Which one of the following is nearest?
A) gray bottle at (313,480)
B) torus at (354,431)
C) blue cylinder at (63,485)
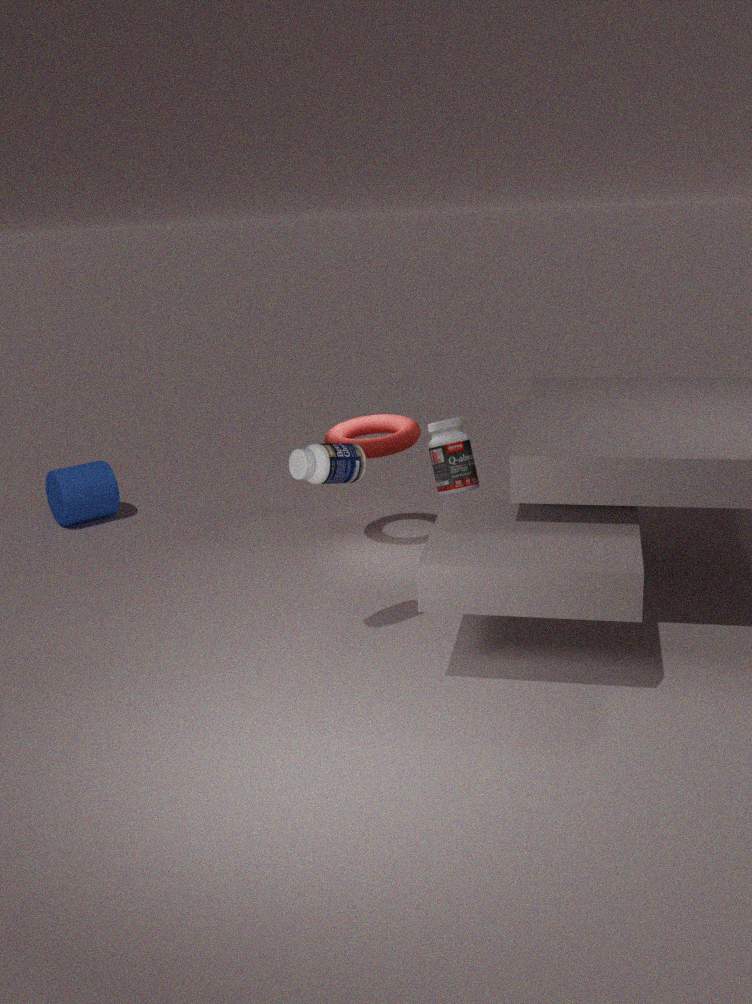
gray bottle at (313,480)
